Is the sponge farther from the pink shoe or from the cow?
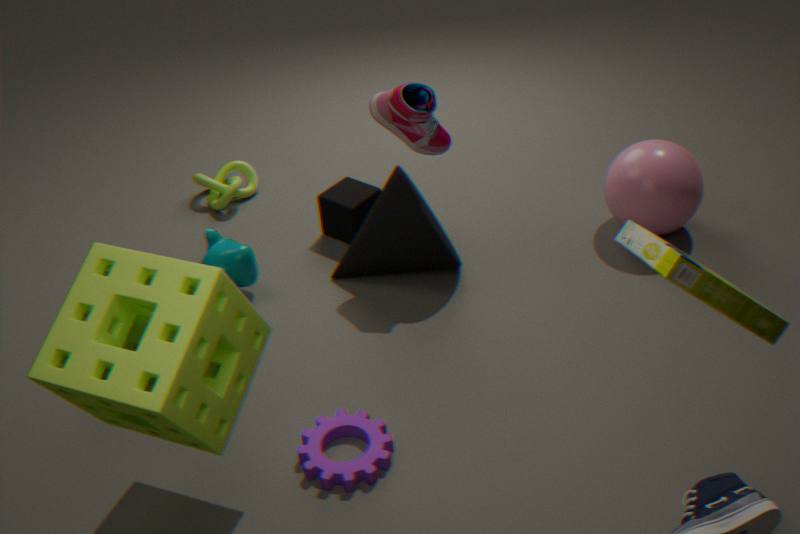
the pink shoe
